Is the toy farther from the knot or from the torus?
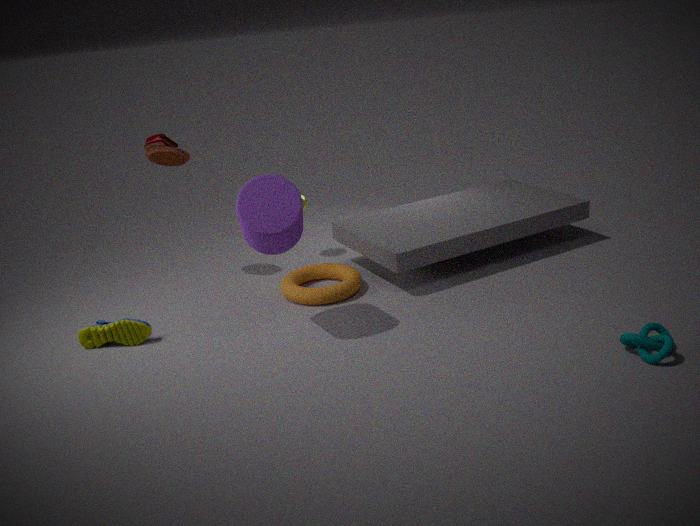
the knot
